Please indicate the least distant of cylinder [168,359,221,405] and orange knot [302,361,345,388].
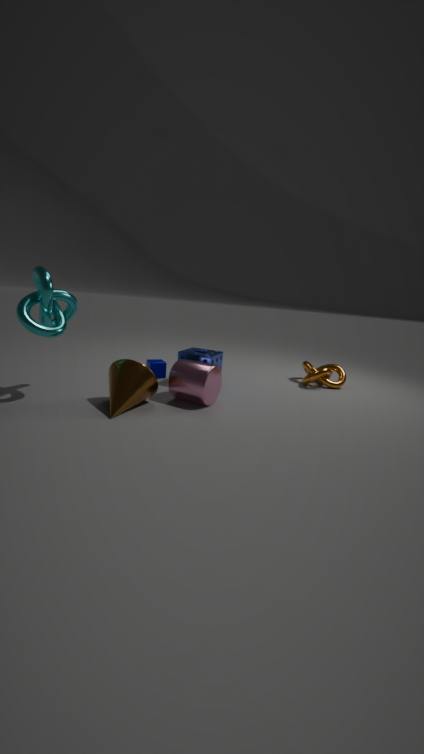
cylinder [168,359,221,405]
